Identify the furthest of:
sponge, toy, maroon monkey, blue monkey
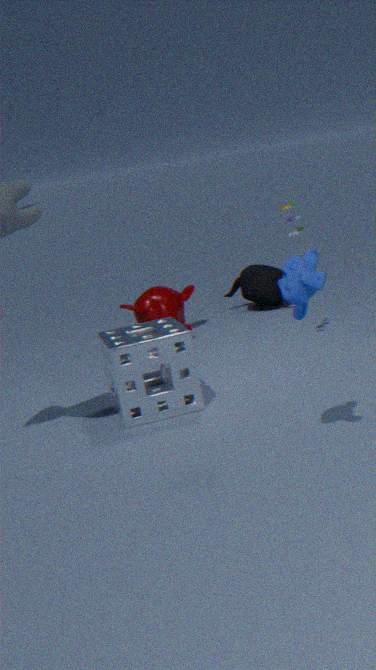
maroon monkey
